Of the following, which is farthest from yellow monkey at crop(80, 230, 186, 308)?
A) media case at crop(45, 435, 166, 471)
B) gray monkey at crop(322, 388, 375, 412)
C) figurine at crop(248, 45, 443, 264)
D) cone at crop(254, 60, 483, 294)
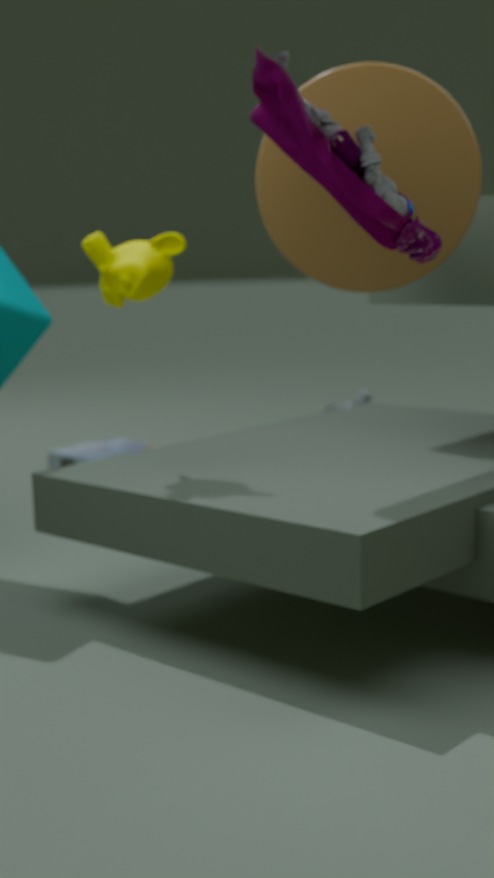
gray monkey at crop(322, 388, 375, 412)
